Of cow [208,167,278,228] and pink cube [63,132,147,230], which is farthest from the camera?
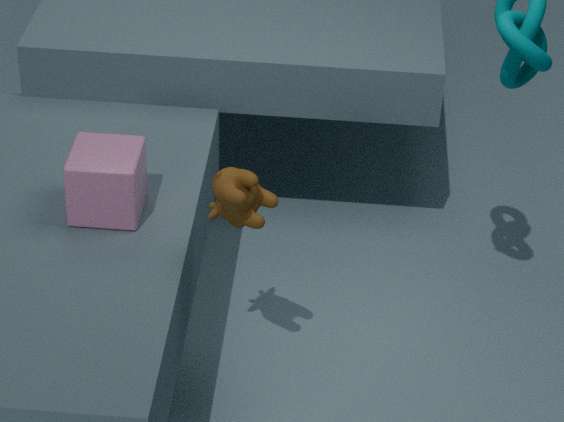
pink cube [63,132,147,230]
